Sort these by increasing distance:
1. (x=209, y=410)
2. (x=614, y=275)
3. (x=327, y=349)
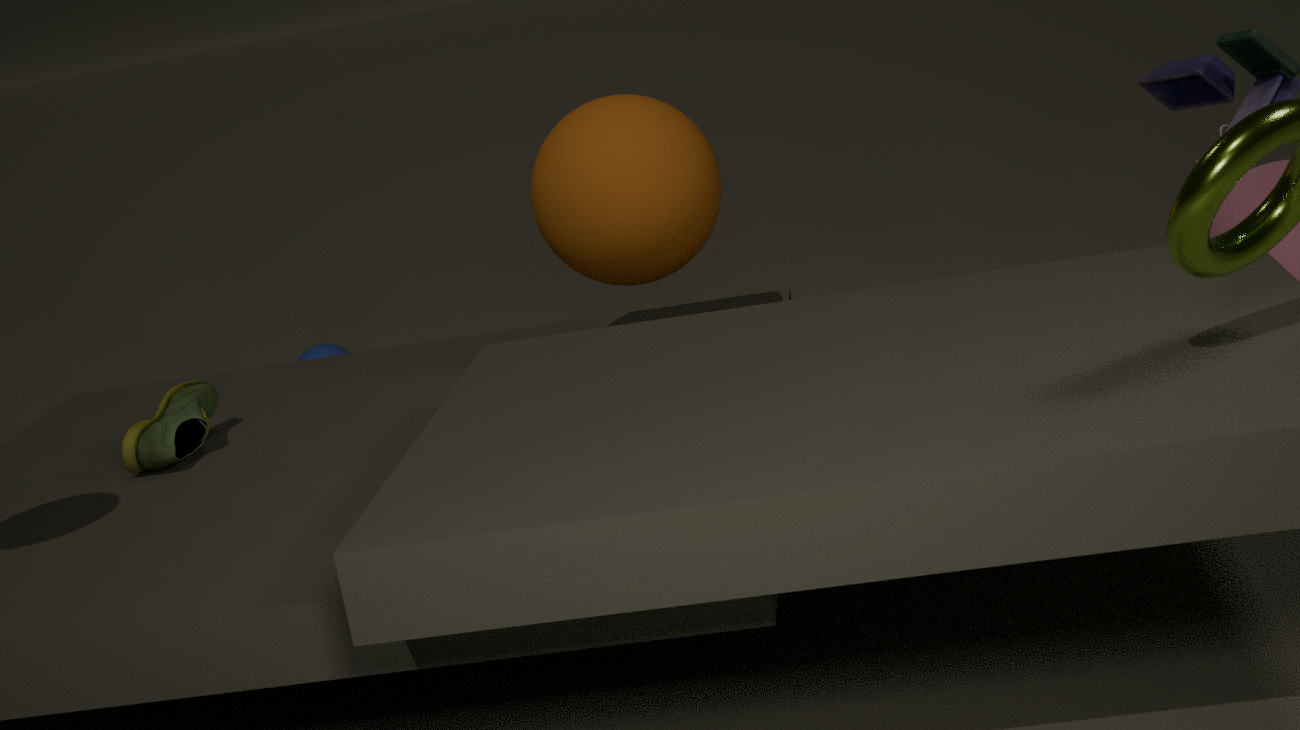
1. (x=614, y=275)
2. (x=209, y=410)
3. (x=327, y=349)
